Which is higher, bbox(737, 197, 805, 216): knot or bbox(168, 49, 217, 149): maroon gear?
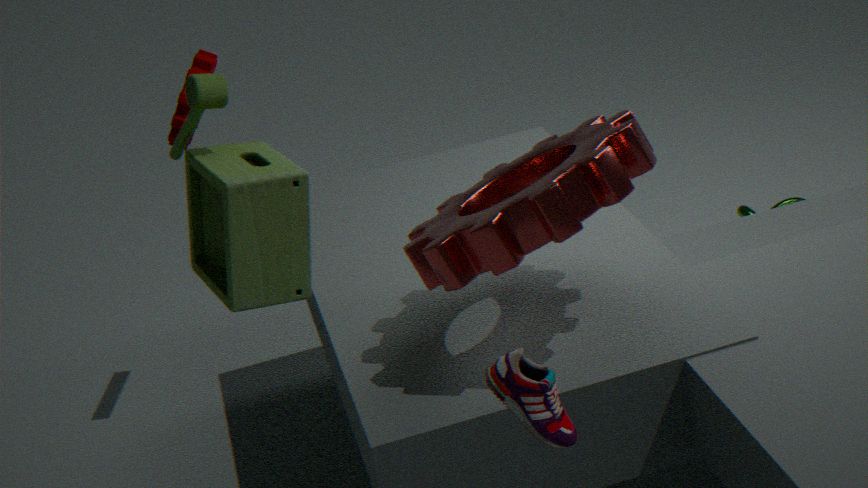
bbox(168, 49, 217, 149): maroon gear
